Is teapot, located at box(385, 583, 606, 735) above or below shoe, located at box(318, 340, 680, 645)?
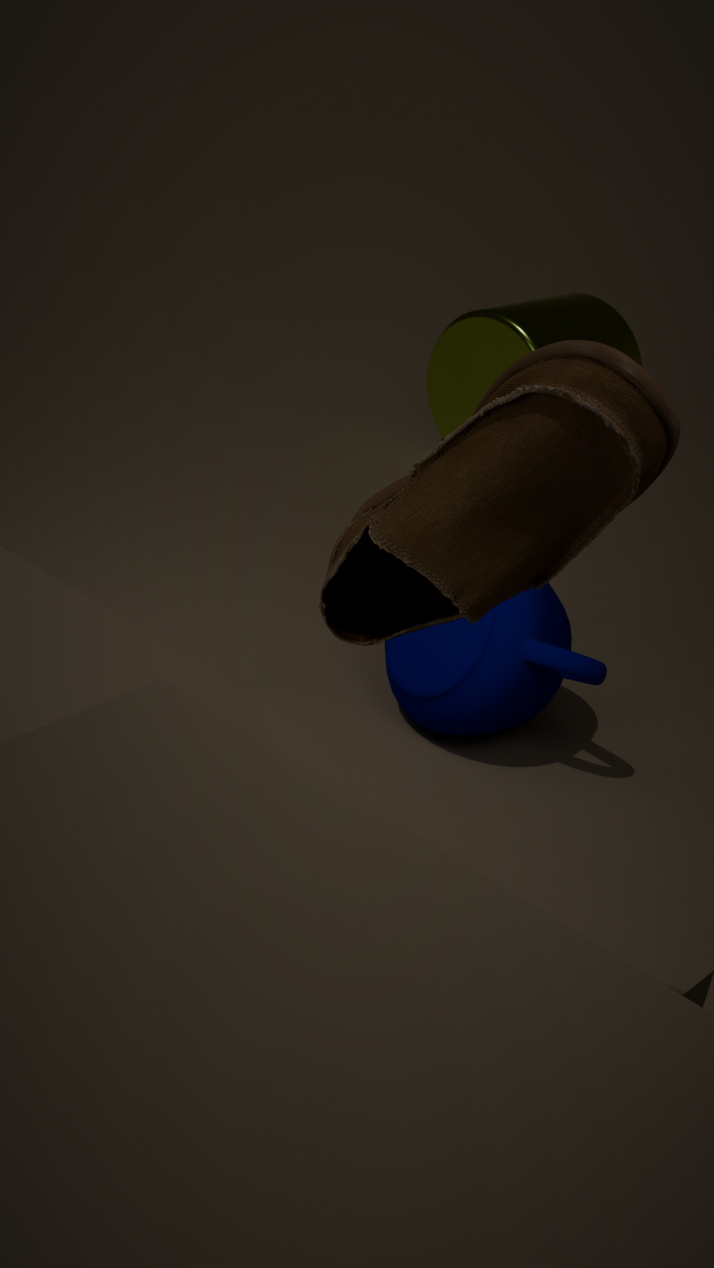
below
